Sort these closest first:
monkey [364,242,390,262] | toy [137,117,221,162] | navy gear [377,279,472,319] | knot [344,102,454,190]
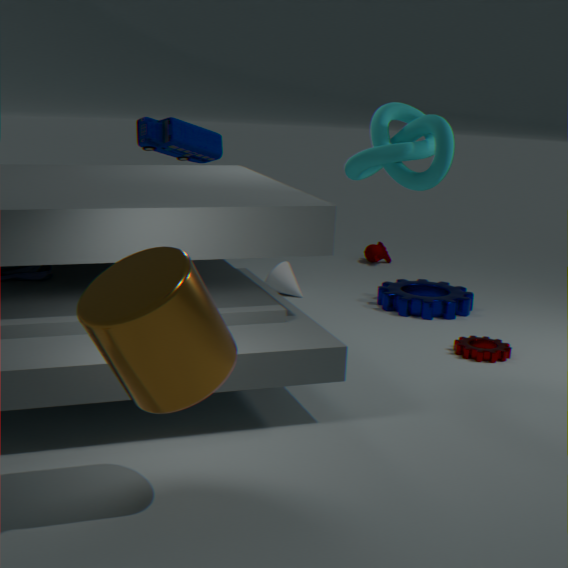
toy [137,117,221,162], knot [344,102,454,190], navy gear [377,279,472,319], monkey [364,242,390,262]
